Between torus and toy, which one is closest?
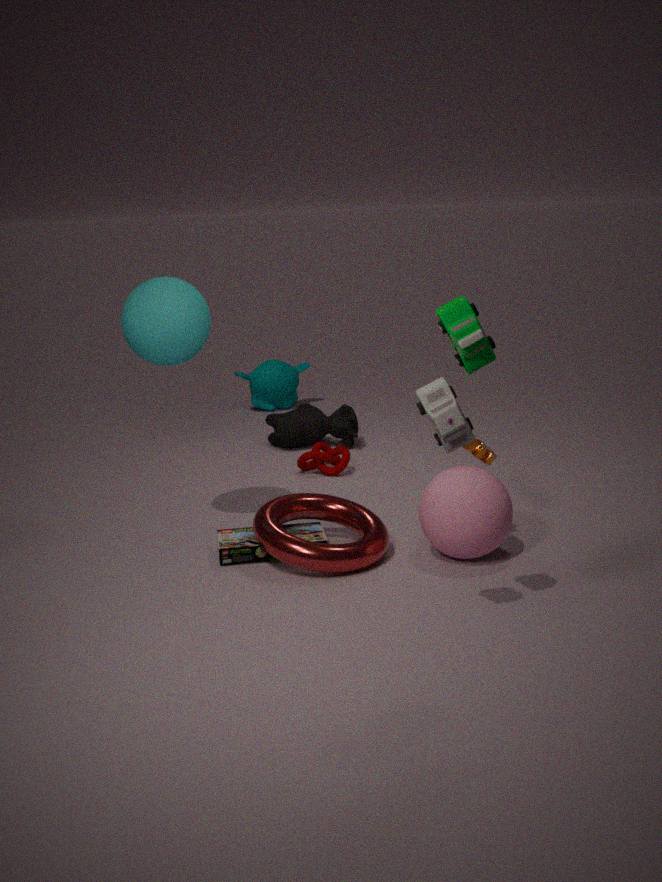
toy
